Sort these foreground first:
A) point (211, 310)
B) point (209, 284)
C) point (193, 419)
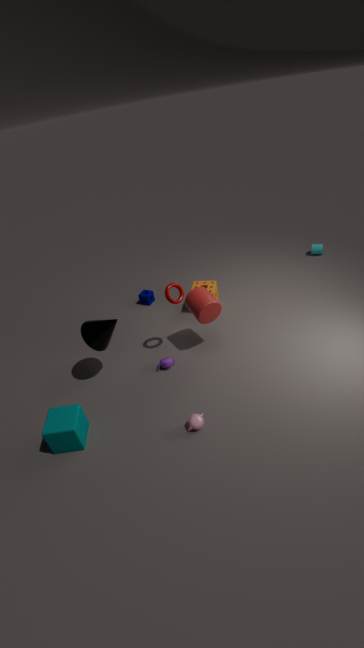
point (193, 419)
point (211, 310)
point (209, 284)
